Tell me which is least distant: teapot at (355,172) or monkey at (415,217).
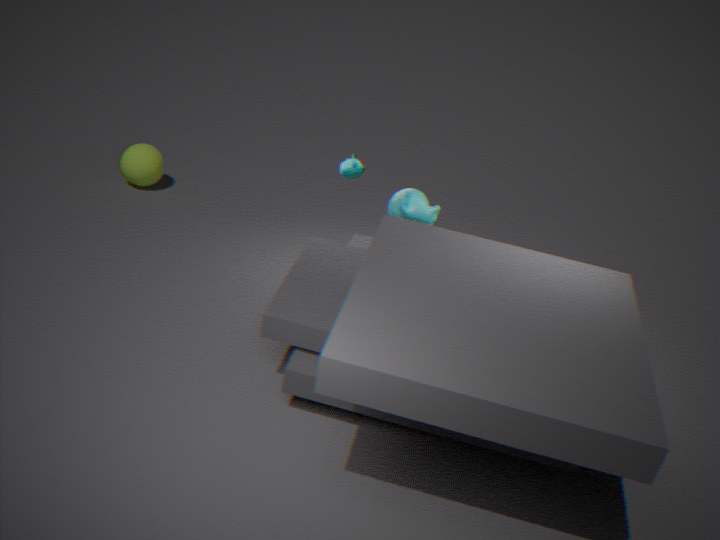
monkey at (415,217)
